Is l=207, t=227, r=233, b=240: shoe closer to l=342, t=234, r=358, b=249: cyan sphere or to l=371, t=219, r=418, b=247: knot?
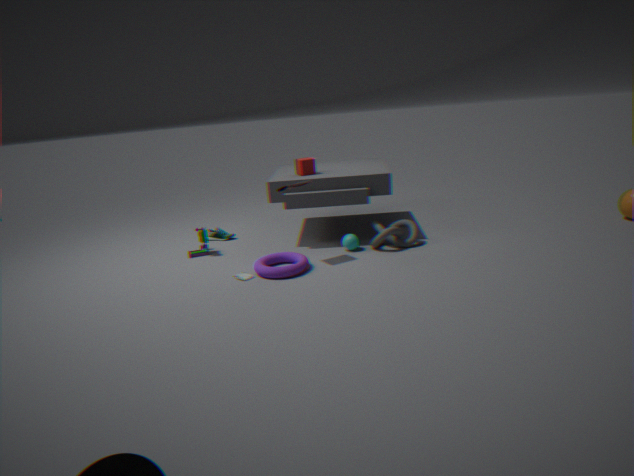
l=342, t=234, r=358, b=249: cyan sphere
